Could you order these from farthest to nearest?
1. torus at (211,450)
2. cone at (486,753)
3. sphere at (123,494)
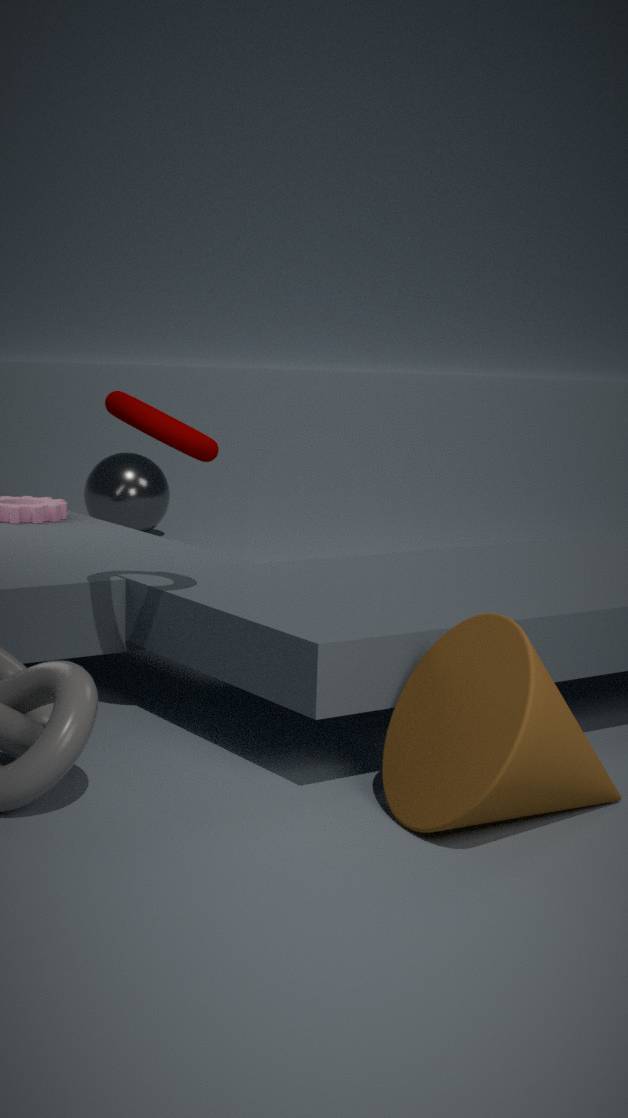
sphere at (123,494) < torus at (211,450) < cone at (486,753)
